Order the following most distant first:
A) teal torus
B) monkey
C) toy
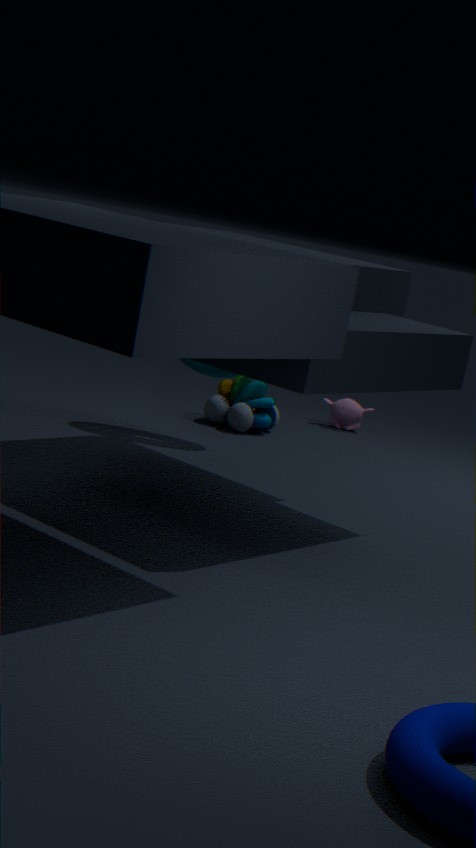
monkey < toy < teal torus
